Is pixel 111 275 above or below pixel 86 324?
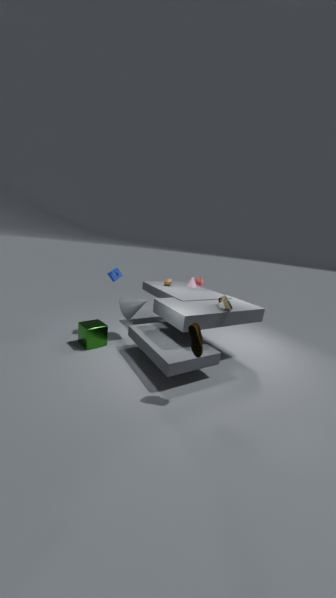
above
